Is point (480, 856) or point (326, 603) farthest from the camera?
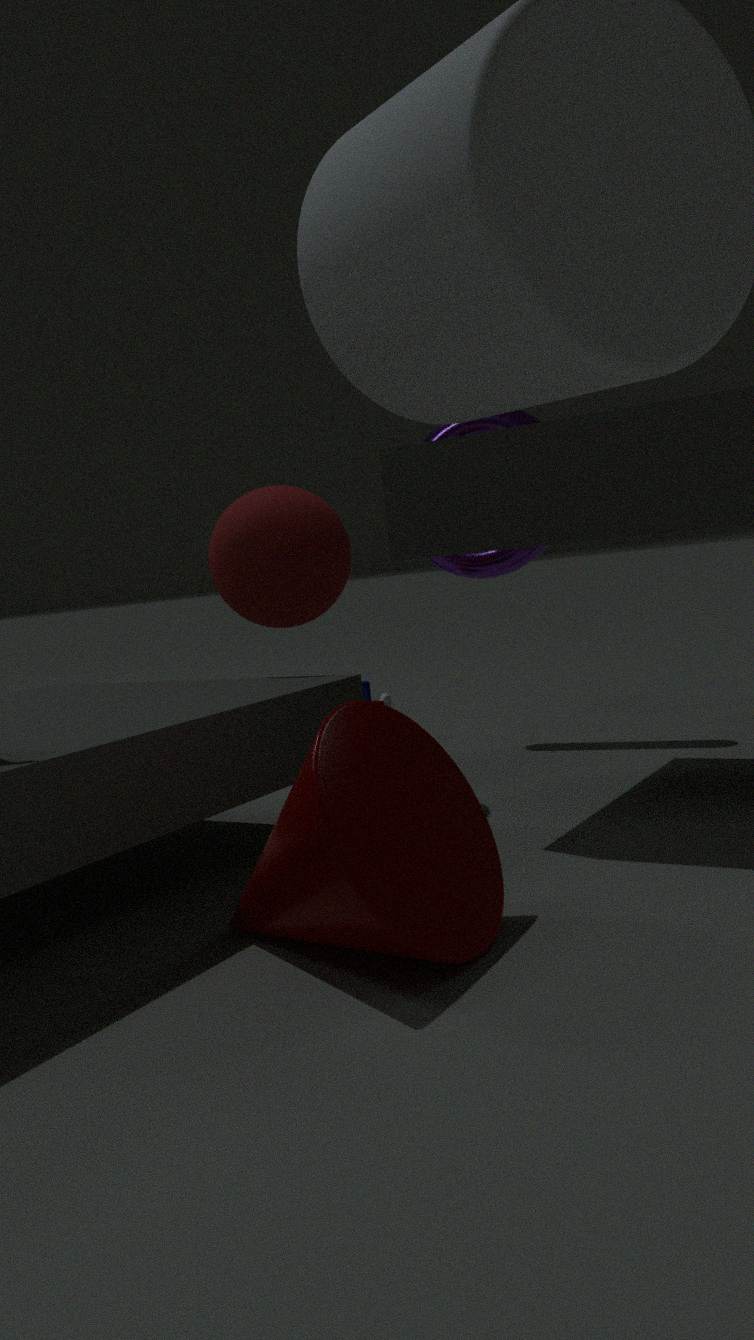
point (326, 603)
